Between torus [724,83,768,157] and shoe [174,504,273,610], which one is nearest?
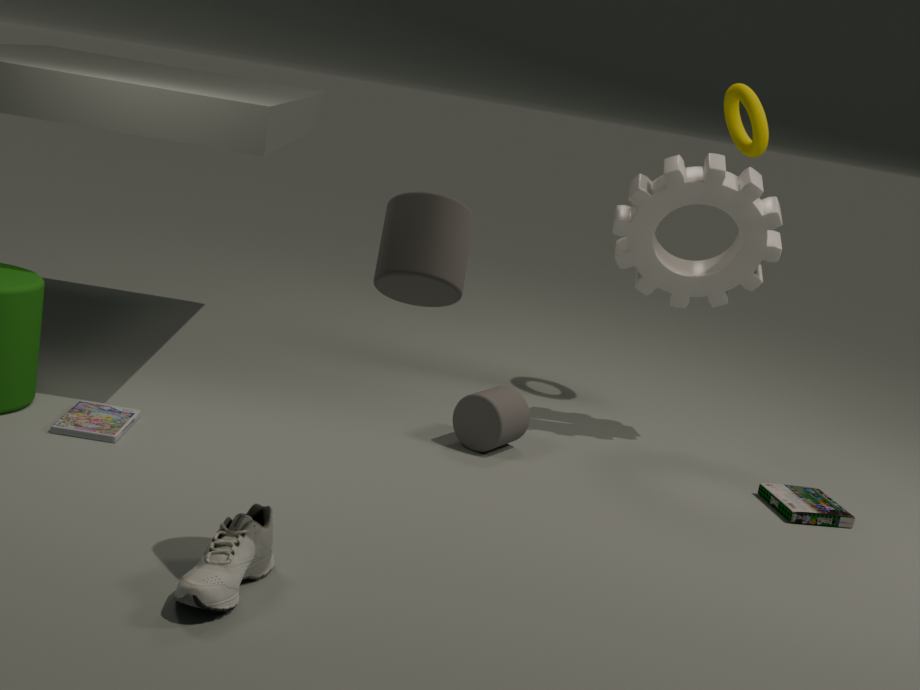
shoe [174,504,273,610]
